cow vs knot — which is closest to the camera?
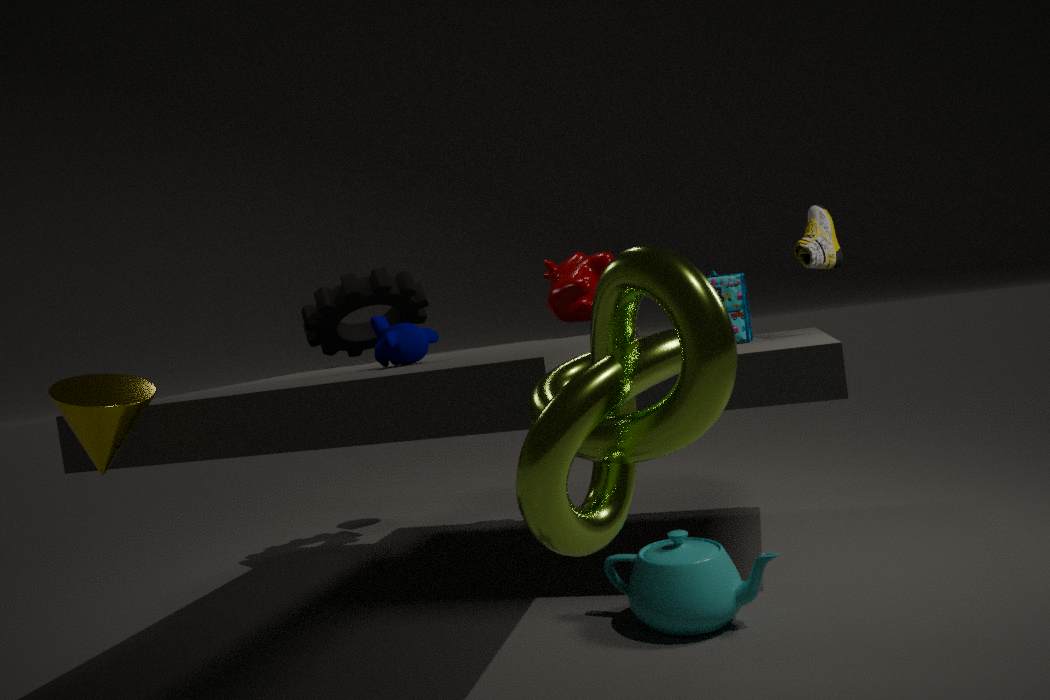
knot
